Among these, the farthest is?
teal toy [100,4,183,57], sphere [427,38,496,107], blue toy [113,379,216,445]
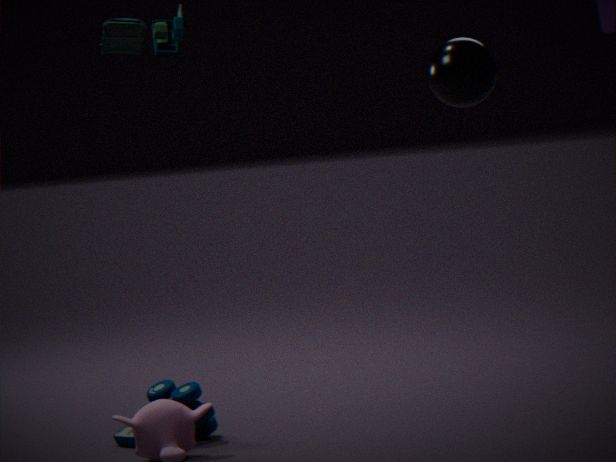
blue toy [113,379,216,445]
